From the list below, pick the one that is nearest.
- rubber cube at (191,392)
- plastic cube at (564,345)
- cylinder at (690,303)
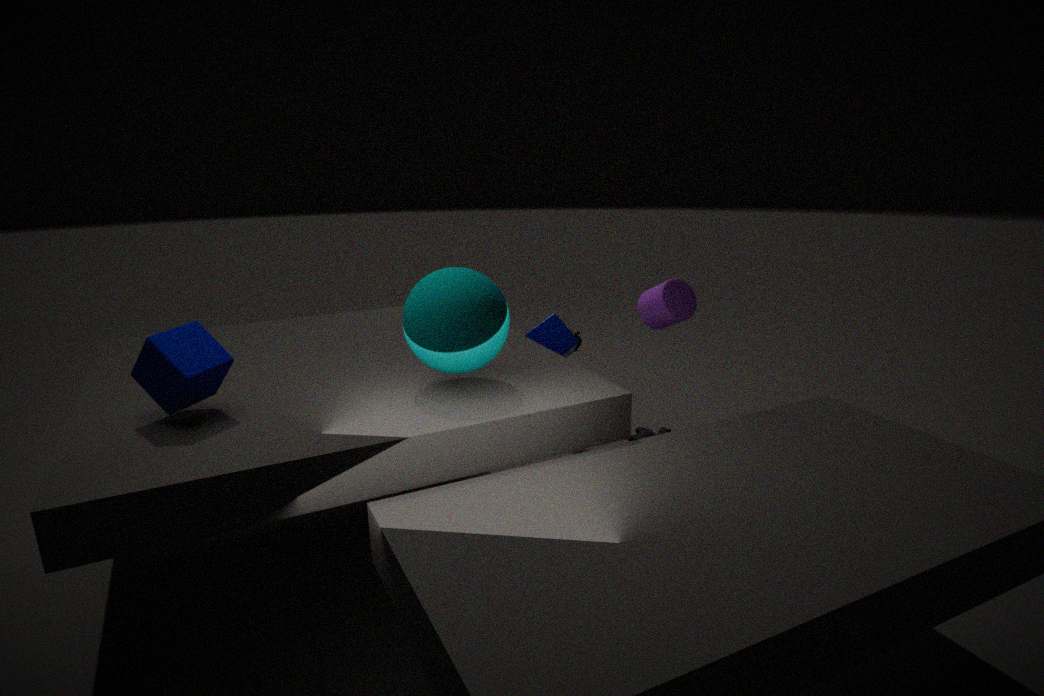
rubber cube at (191,392)
